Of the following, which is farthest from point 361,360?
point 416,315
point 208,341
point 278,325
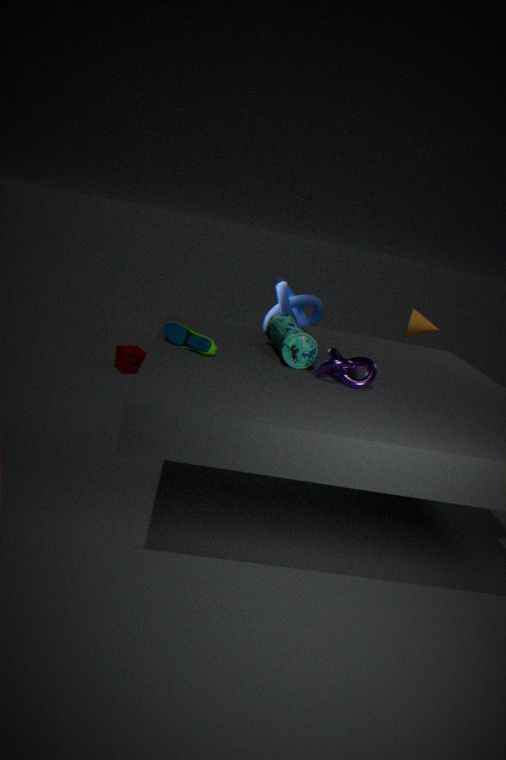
point 416,315
